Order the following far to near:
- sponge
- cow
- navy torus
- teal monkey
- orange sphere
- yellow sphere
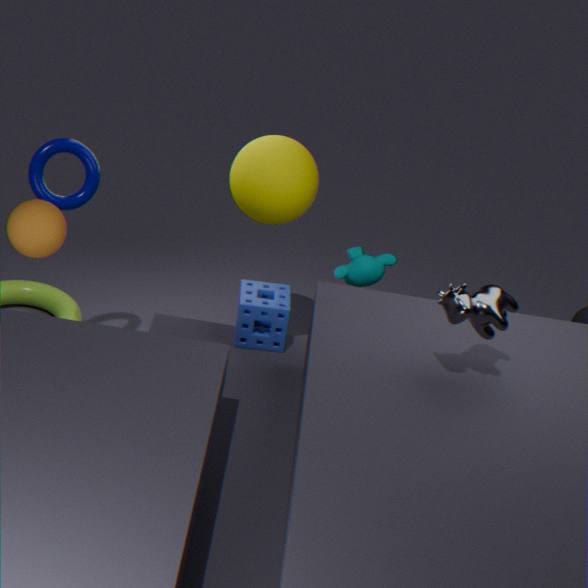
teal monkey → yellow sphere → navy torus → sponge → orange sphere → cow
